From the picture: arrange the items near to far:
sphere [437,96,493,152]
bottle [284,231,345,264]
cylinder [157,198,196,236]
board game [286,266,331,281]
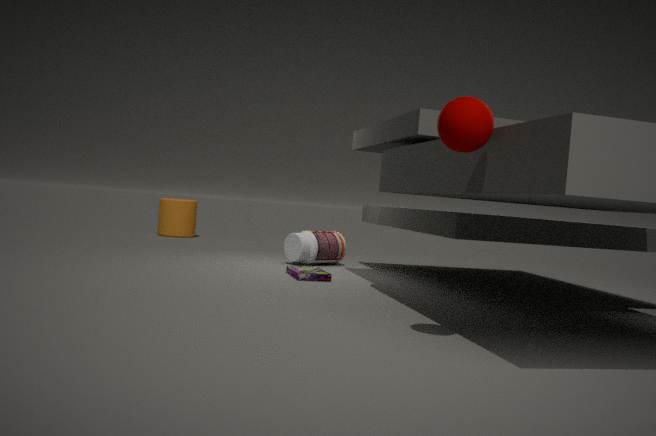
sphere [437,96,493,152], board game [286,266,331,281], bottle [284,231,345,264], cylinder [157,198,196,236]
